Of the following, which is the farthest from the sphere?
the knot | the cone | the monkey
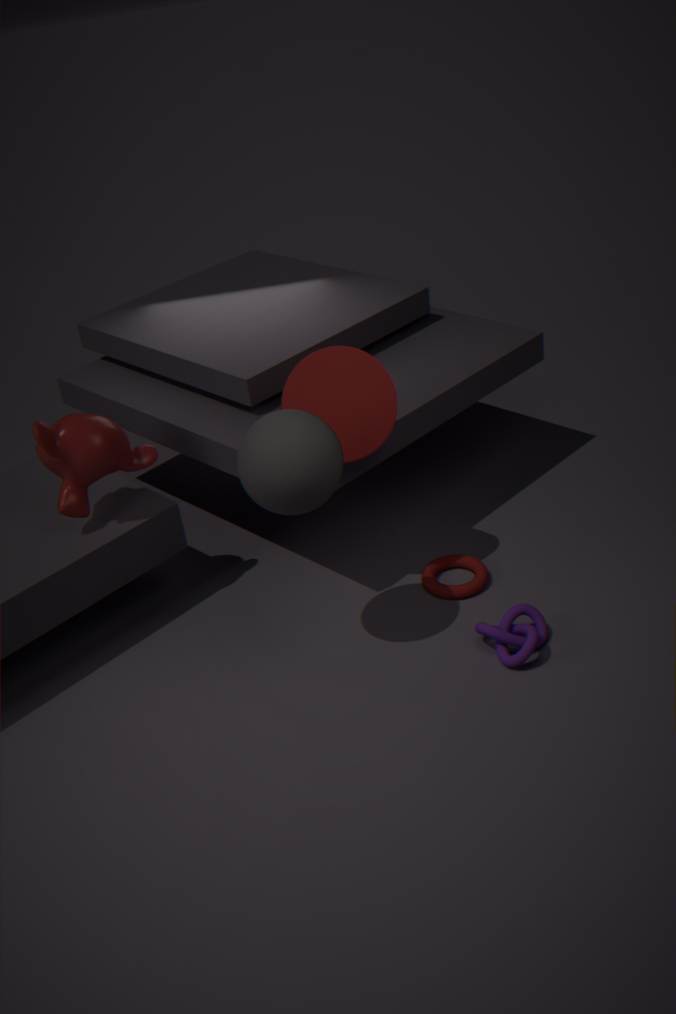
the knot
